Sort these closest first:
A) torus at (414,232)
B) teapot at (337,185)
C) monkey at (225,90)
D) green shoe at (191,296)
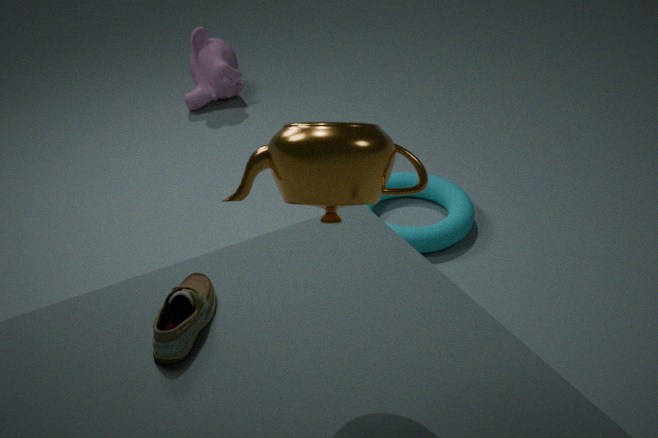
teapot at (337,185), green shoe at (191,296), torus at (414,232), monkey at (225,90)
